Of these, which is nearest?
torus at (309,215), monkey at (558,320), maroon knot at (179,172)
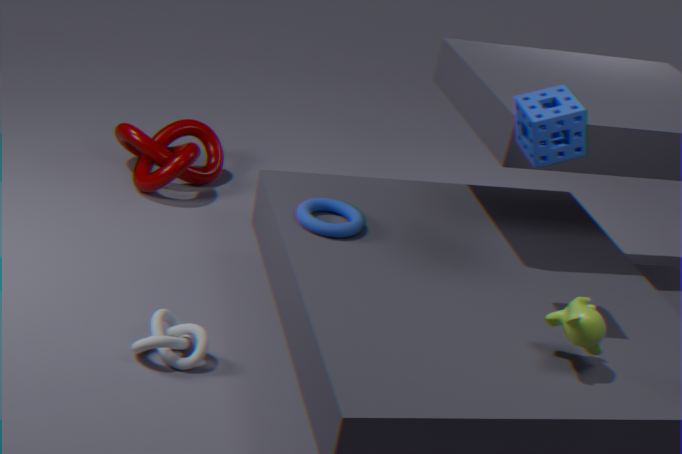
monkey at (558,320)
